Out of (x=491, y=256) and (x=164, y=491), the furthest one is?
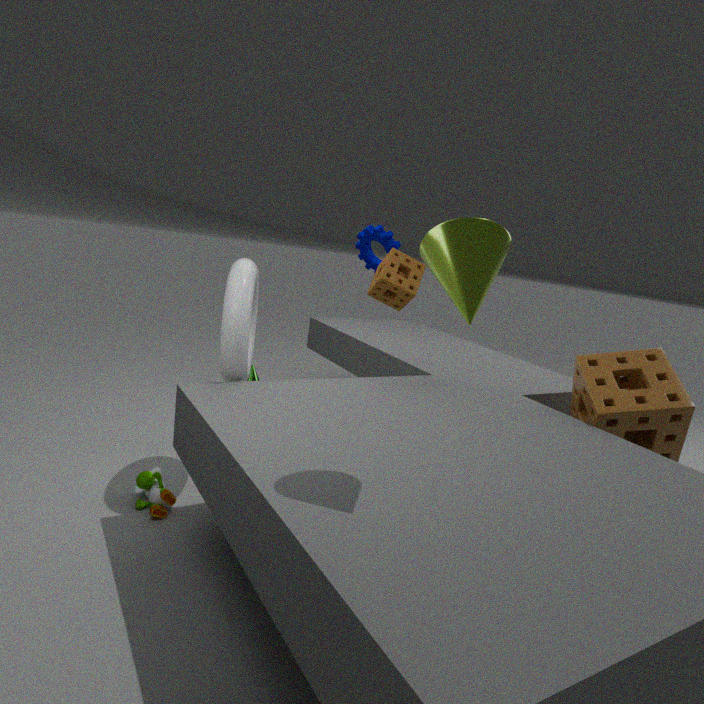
(x=164, y=491)
